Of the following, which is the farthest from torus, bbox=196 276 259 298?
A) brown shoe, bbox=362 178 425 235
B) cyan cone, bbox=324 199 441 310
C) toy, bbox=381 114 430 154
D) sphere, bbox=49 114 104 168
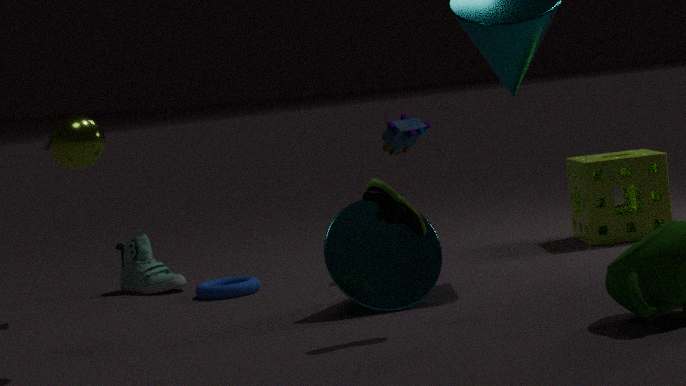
brown shoe, bbox=362 178 425 235
